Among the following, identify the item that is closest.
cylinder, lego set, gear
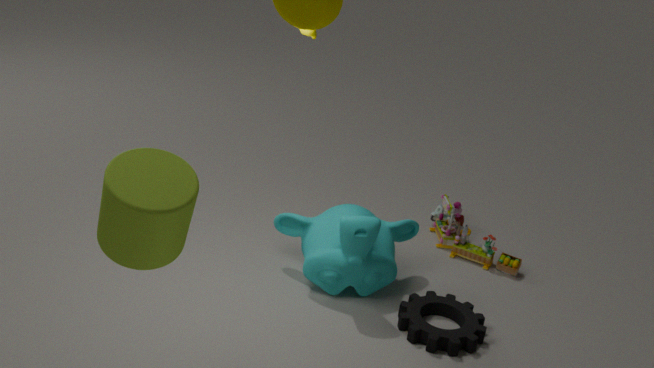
cylinder
